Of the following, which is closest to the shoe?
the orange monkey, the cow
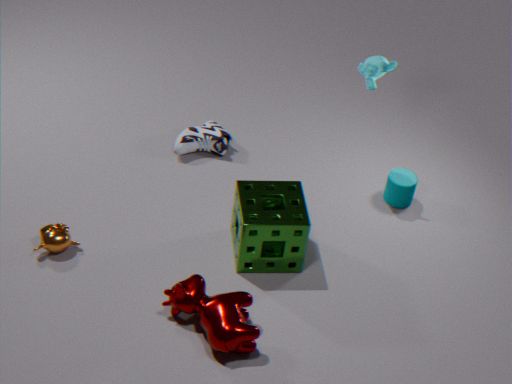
the orange monkey
